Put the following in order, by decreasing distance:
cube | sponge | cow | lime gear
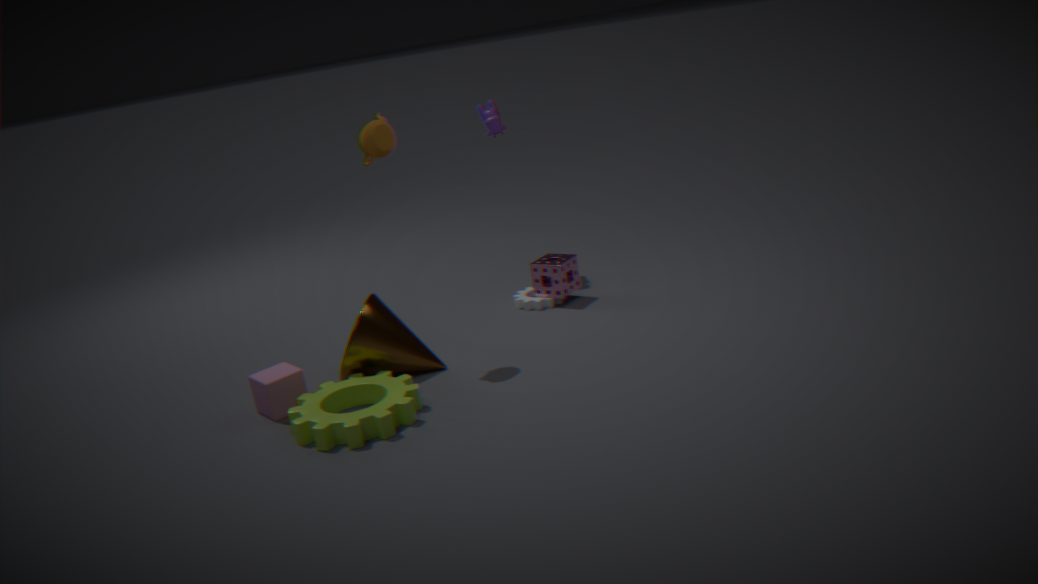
cow < sponge < cube < lime gear
